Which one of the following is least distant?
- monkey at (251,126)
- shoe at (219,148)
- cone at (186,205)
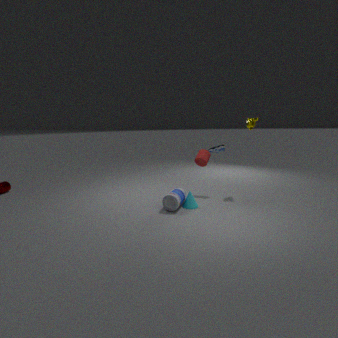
cone at (186,205)
